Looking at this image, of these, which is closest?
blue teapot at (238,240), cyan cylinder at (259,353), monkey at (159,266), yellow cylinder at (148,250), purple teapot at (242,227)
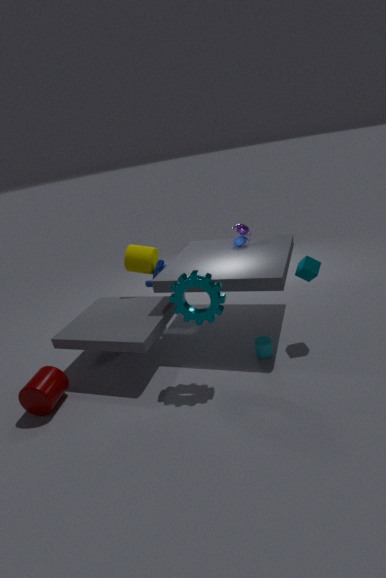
cyan cylinder at (259,353)
